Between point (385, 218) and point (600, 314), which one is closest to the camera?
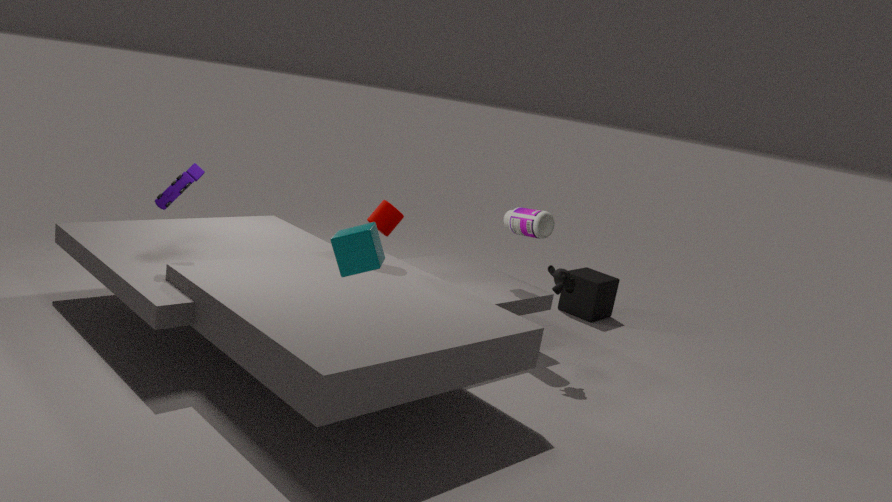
point (385, 218)
